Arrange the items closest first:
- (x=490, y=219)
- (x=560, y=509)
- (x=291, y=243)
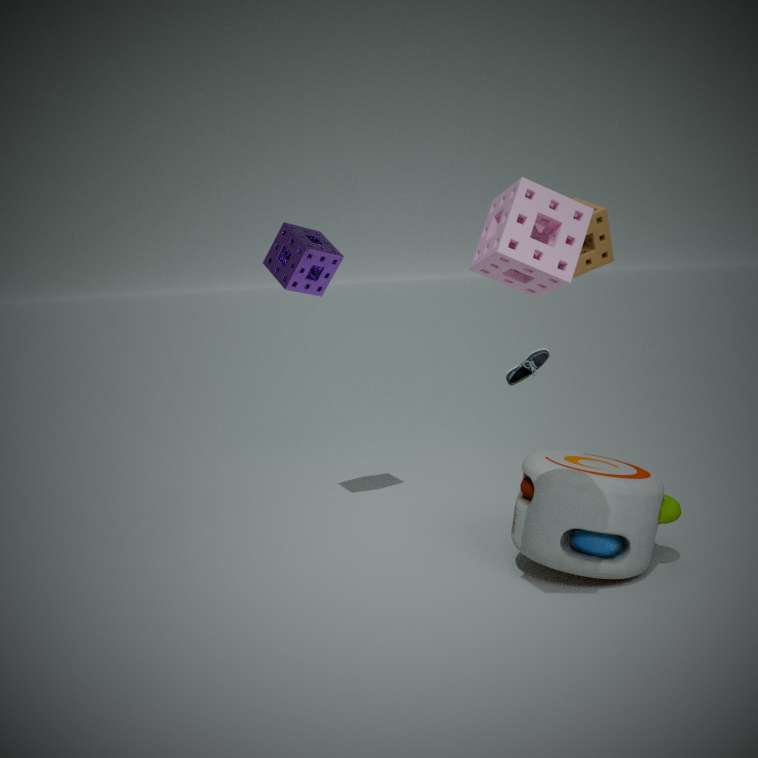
(x=490, y=219) < (x=560, y=509) < (x=291, y=243)
